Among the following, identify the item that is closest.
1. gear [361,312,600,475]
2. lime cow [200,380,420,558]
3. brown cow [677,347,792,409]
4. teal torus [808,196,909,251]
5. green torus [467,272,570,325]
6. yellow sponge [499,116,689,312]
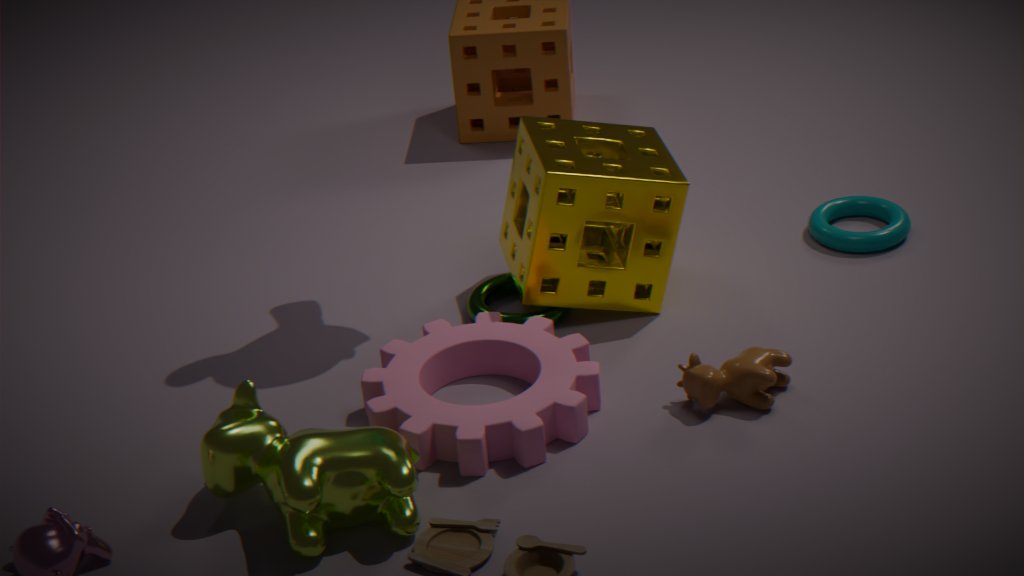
lime cow [200,380,420,558]
